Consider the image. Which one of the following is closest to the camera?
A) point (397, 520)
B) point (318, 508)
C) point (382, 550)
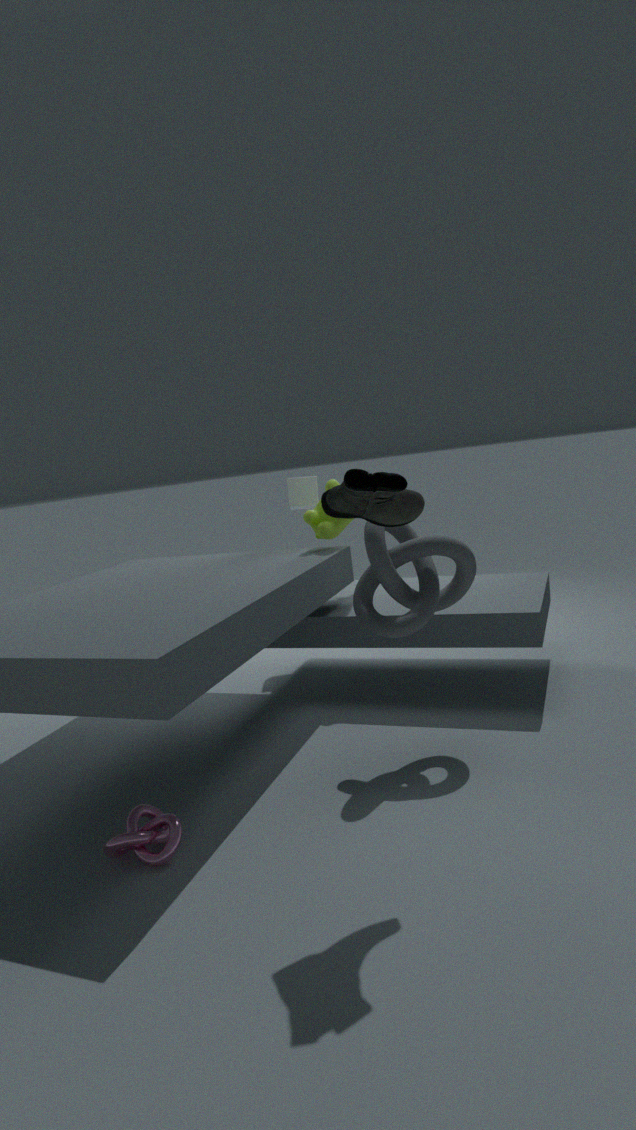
point (397, 520)
